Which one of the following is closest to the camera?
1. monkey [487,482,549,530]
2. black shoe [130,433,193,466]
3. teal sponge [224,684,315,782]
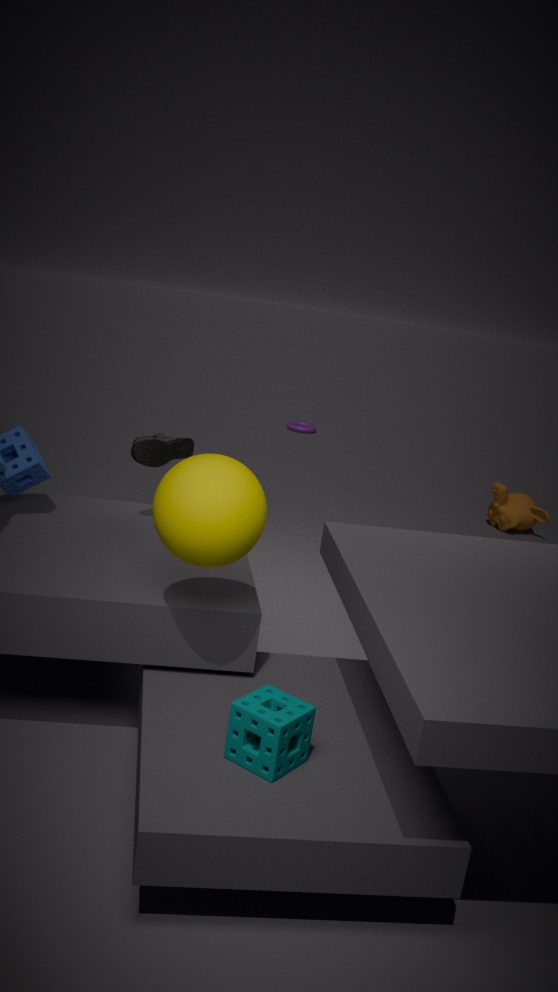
teal sponge [224,684,315,782]
